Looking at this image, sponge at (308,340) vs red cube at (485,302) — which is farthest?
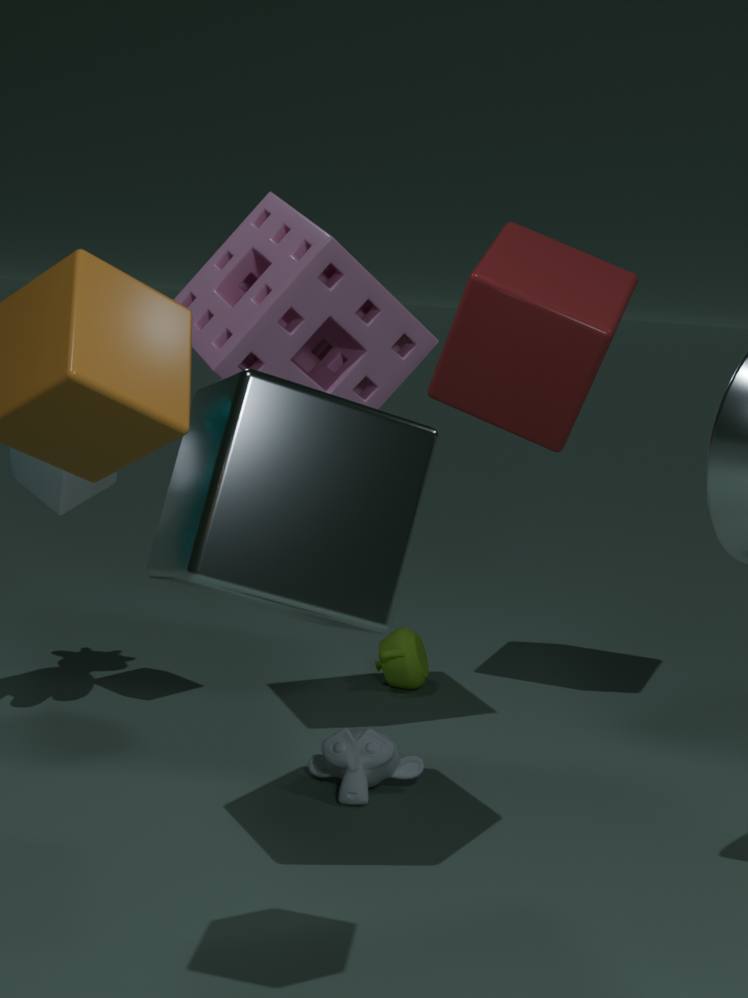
red cube at (485,302)
